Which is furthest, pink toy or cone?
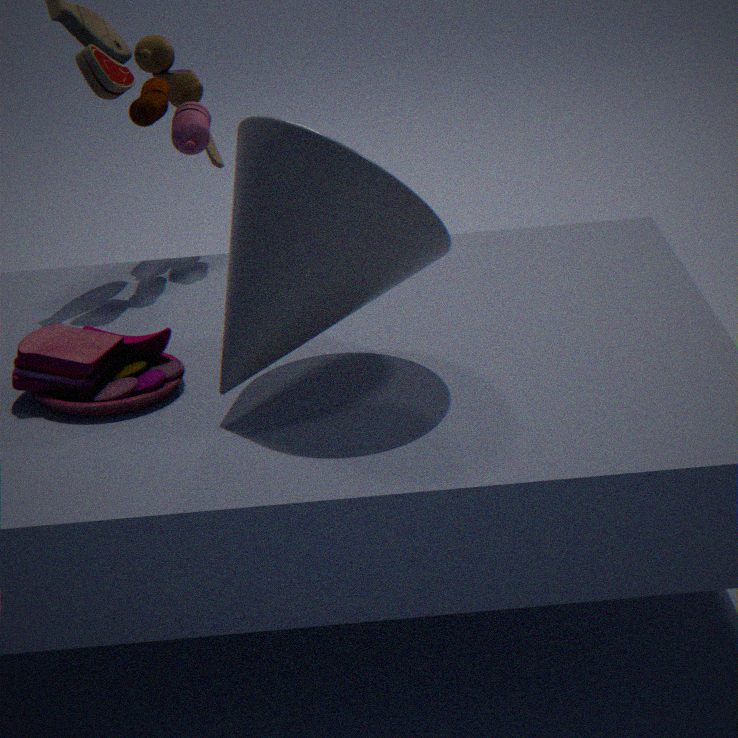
pink toy
